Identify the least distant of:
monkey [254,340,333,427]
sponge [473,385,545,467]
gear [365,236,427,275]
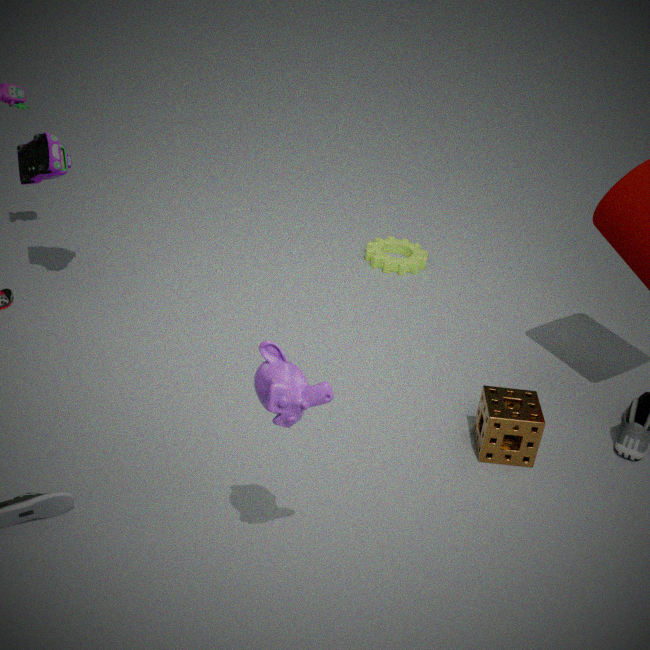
monkey [254,340,333,427]
